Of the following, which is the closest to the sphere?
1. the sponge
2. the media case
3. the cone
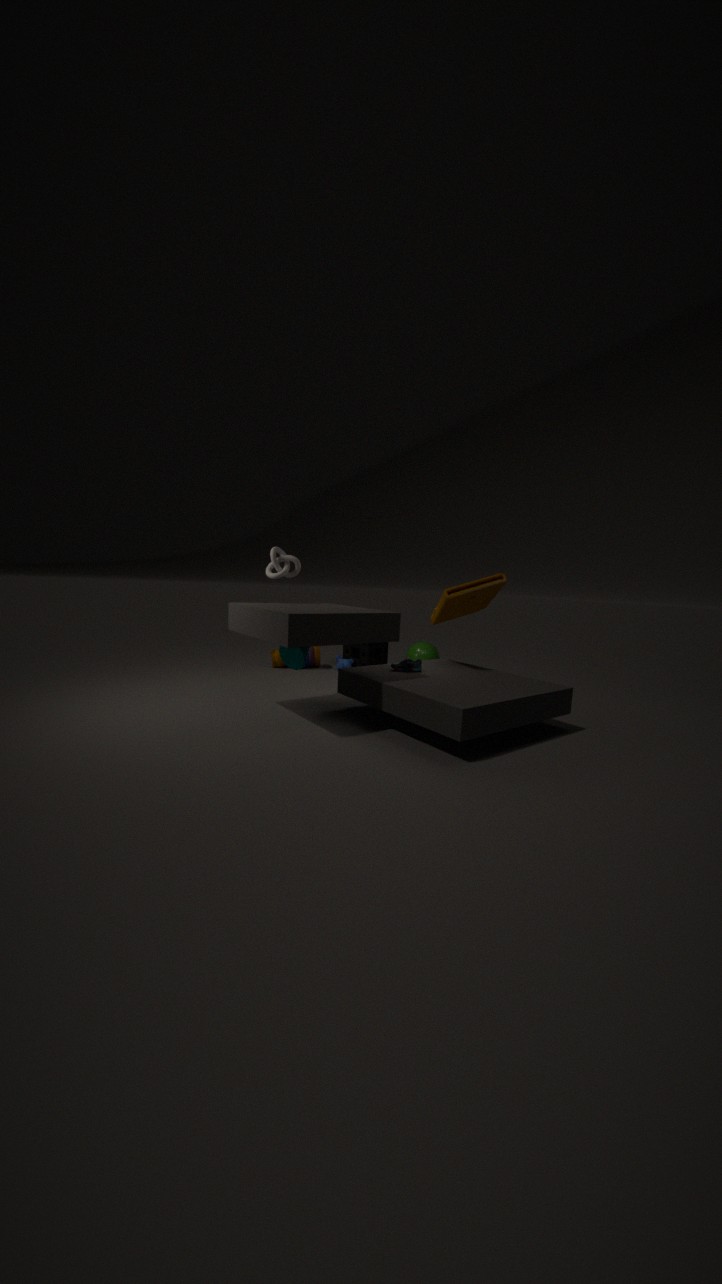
the sponge
